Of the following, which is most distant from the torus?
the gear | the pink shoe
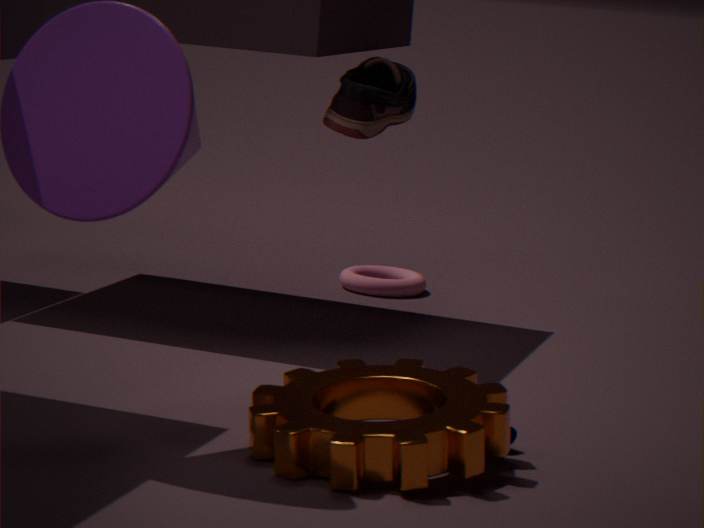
the gear
